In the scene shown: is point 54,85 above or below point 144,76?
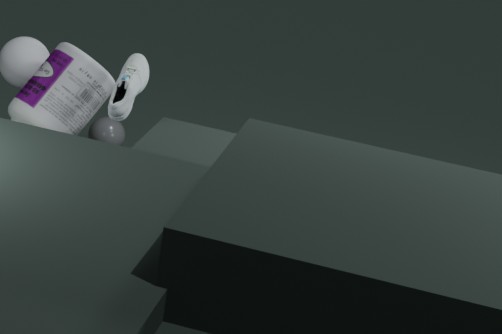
below
